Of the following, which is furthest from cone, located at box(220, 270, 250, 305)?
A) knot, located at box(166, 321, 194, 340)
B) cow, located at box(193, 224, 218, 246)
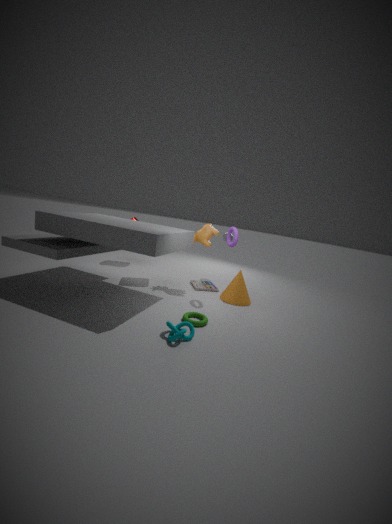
knot, located at box(166, 321, 194, 340)
